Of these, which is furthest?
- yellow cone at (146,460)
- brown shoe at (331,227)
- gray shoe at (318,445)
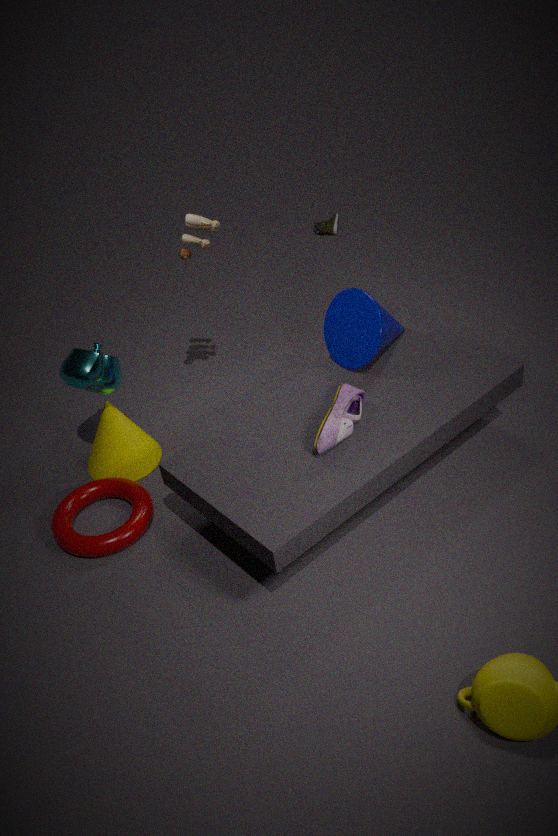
brown shoe at (331,227)
